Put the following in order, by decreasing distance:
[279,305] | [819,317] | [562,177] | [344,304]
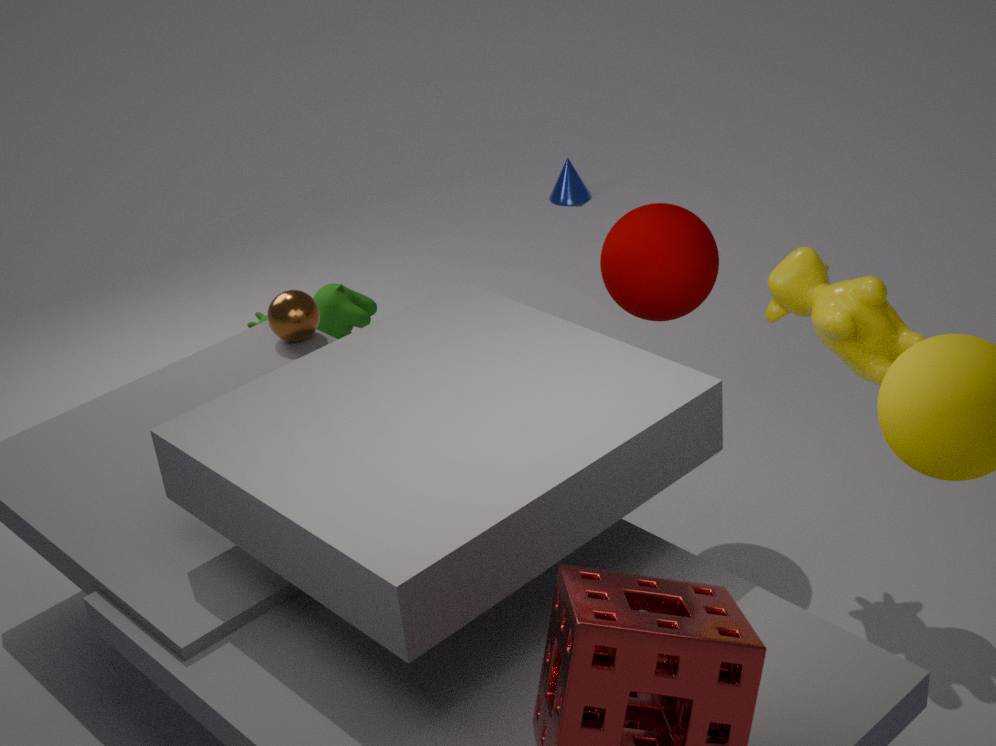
[562,177] → [344,304] → [279,305] → [819,317]
